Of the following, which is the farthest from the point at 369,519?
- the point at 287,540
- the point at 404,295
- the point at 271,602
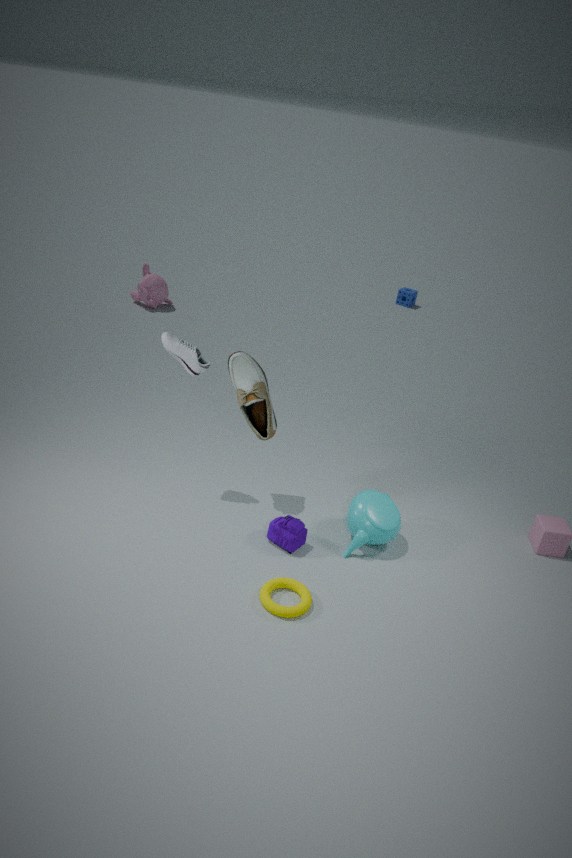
the point at 404,295
